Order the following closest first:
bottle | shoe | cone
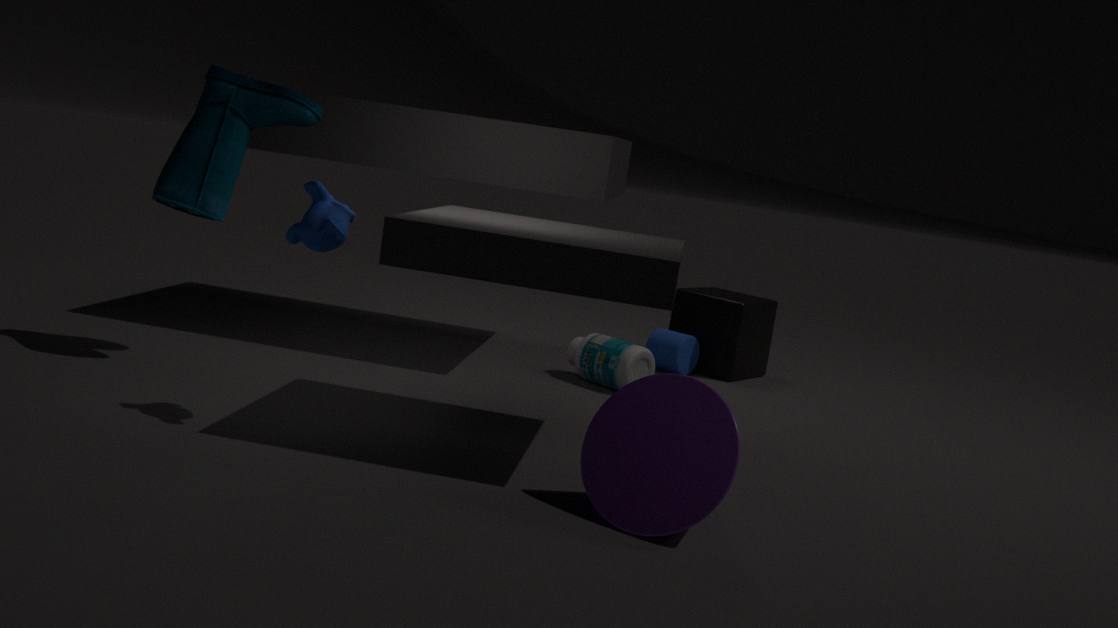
cone → shoe → bottle
